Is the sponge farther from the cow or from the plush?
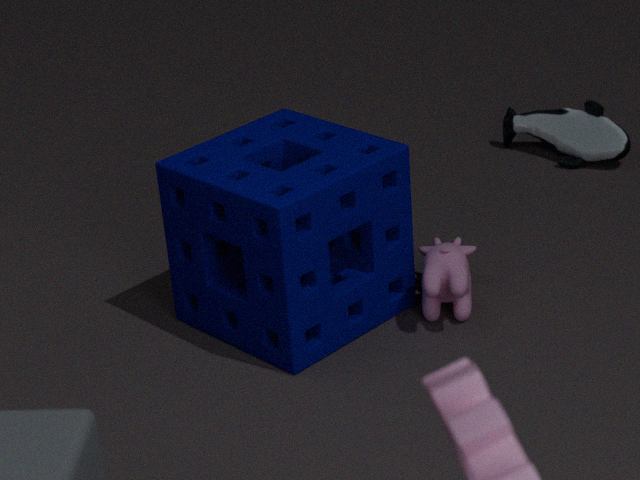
the plush
